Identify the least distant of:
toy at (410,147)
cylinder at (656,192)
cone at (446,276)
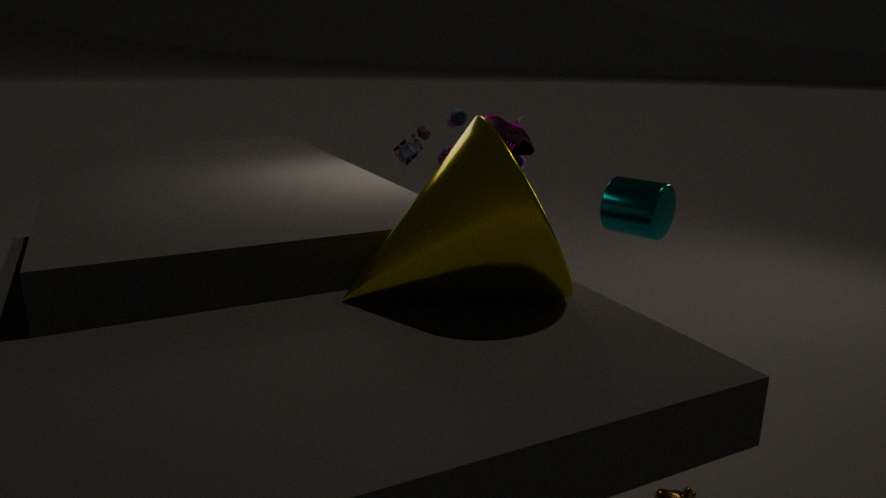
cone at (446,276)
